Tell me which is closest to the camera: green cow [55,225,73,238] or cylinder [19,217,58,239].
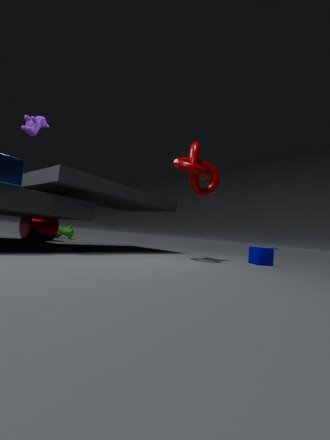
cylinder [19,217,58,239]
